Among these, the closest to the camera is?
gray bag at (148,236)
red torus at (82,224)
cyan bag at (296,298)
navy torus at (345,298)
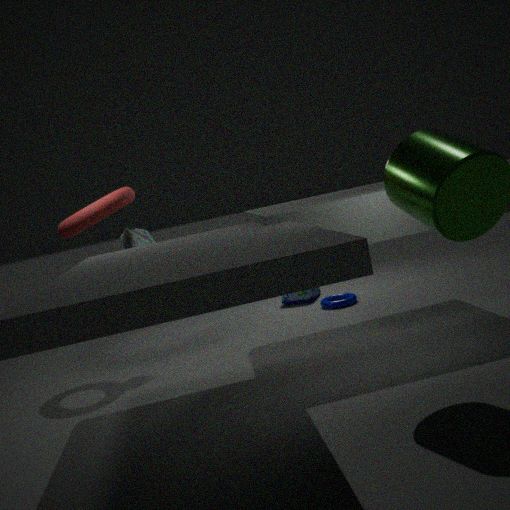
red torus at (82,224)
